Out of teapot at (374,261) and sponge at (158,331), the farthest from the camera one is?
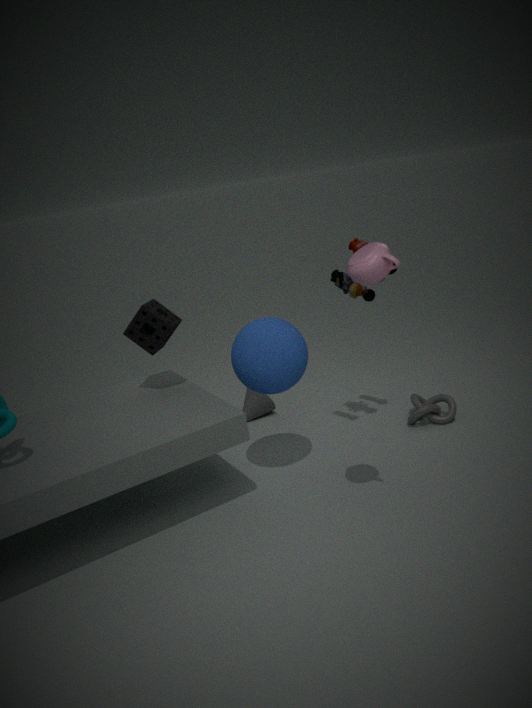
sponge at (158,331)
